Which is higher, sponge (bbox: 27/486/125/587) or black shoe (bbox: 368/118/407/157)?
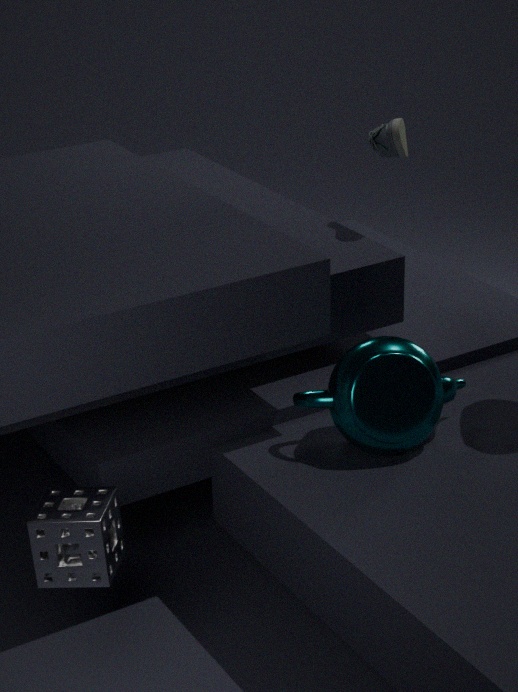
black shoe (bbox: 368/118/407/157)
